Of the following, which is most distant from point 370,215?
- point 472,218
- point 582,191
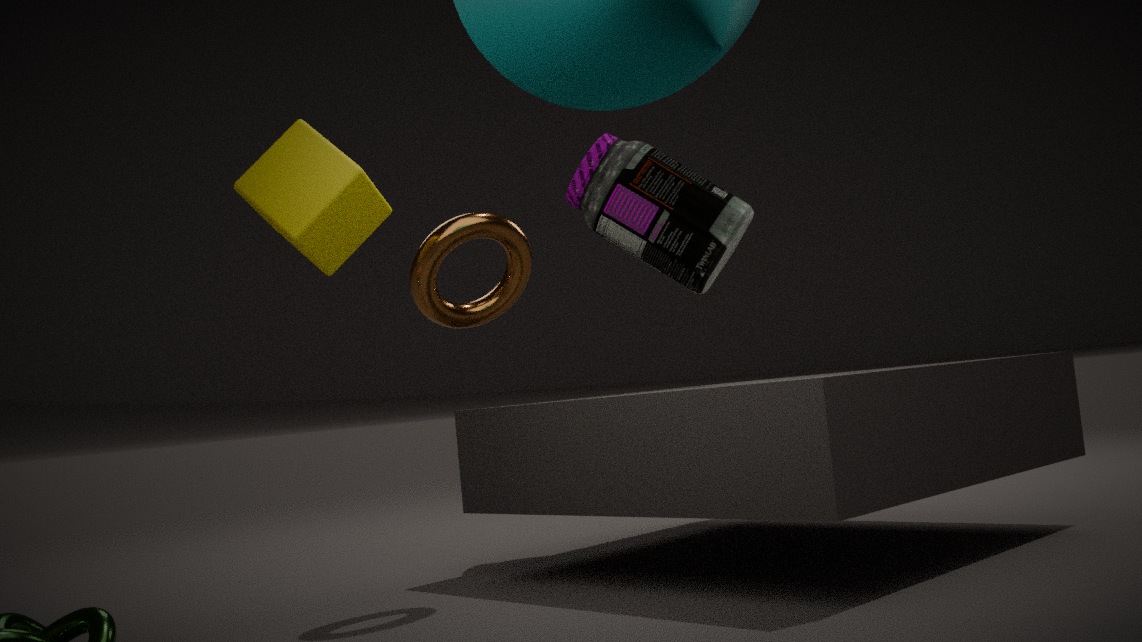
point 582,191
